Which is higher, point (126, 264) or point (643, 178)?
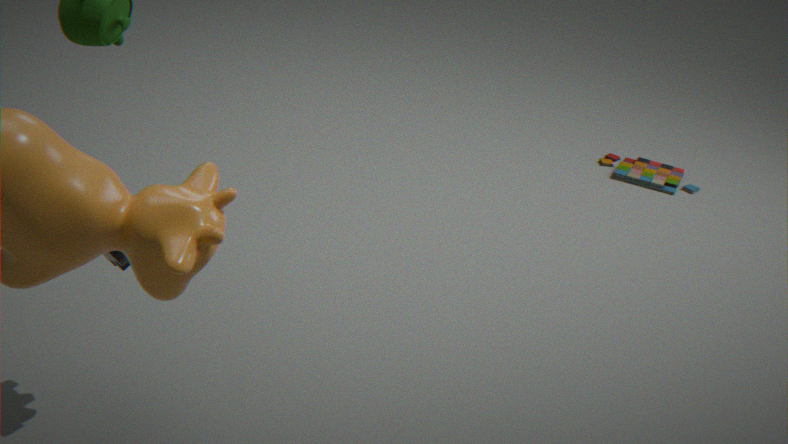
point (126, 264)
